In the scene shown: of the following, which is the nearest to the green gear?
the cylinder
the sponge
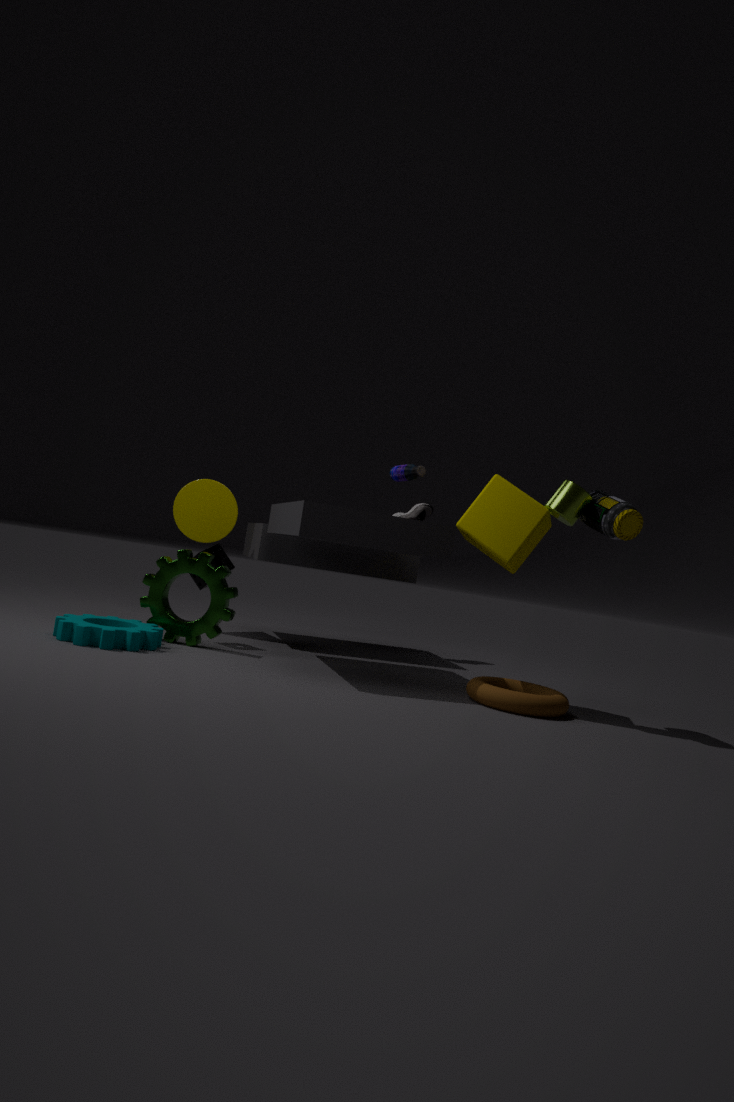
the sponge
